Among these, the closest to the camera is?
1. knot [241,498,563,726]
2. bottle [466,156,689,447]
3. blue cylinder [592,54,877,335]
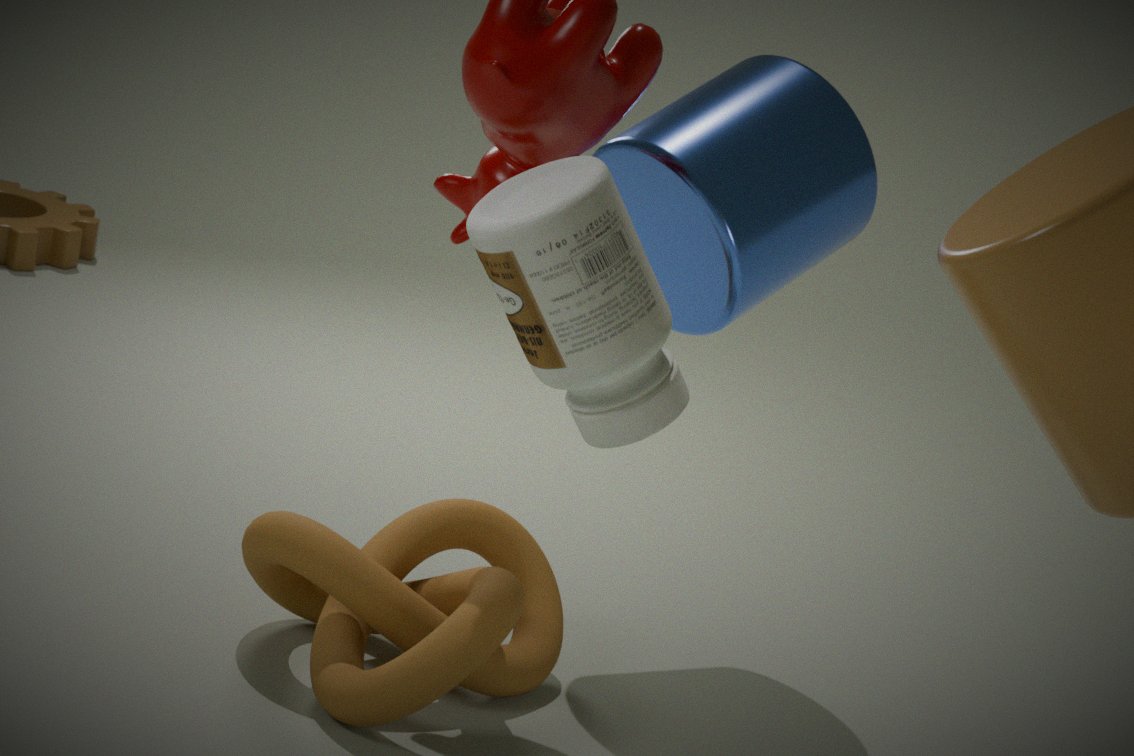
bottle [466,156,689,447]
